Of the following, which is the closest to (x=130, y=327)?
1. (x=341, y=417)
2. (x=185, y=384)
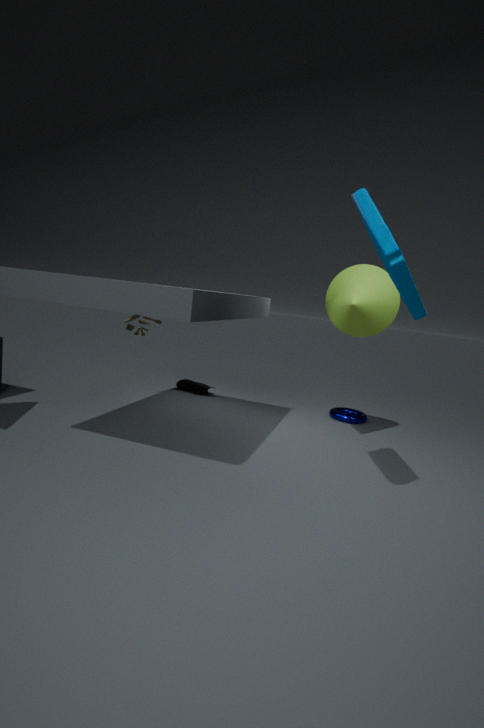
(x=185, y=384)
